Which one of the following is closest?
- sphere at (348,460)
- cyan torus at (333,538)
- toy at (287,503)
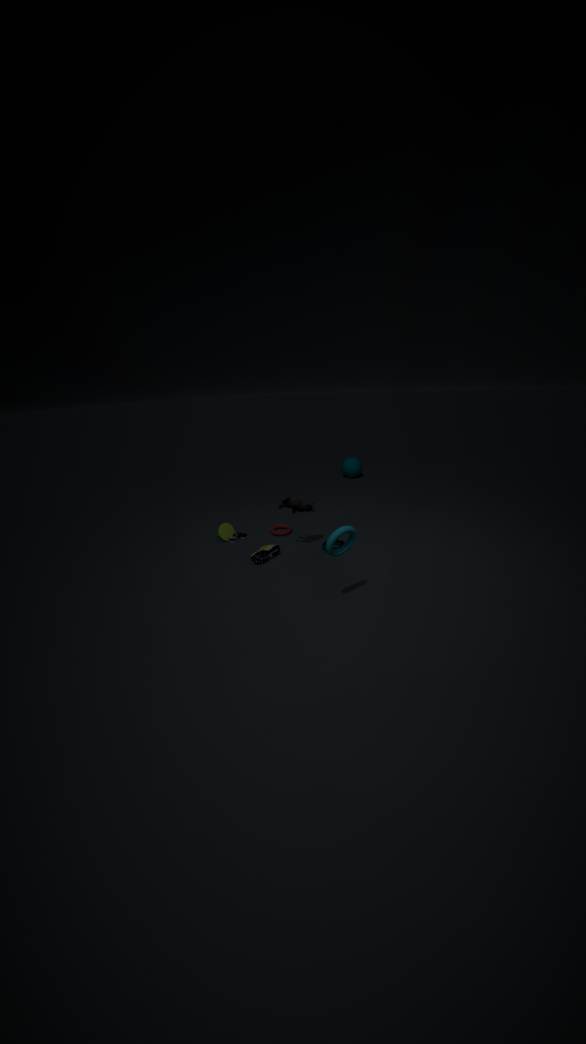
cyan torus at (333,538)
